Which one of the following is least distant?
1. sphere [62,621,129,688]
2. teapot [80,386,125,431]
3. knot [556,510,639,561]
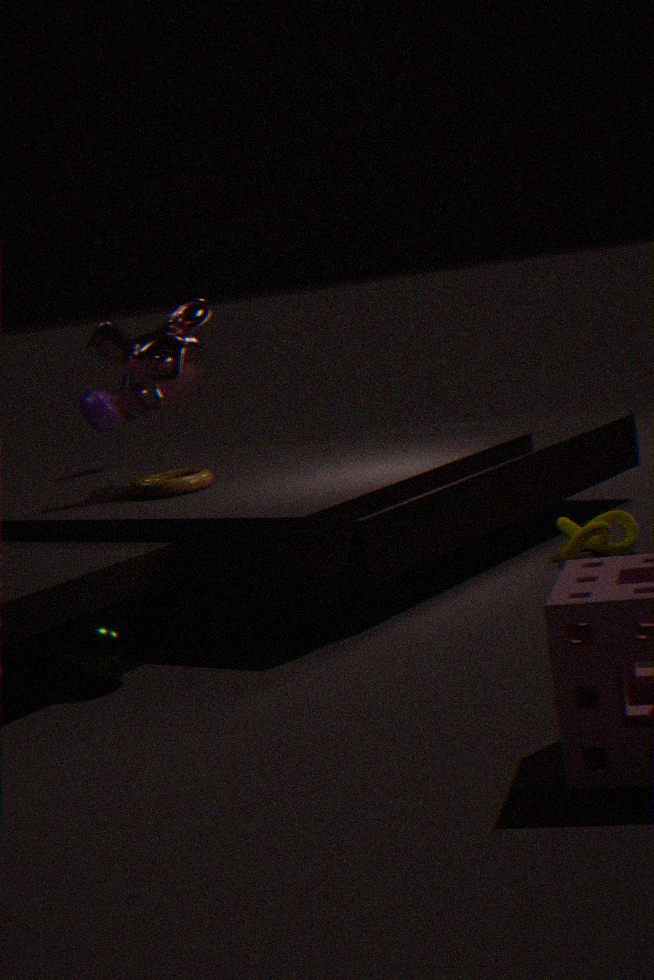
sphere [62,621,129,688]
